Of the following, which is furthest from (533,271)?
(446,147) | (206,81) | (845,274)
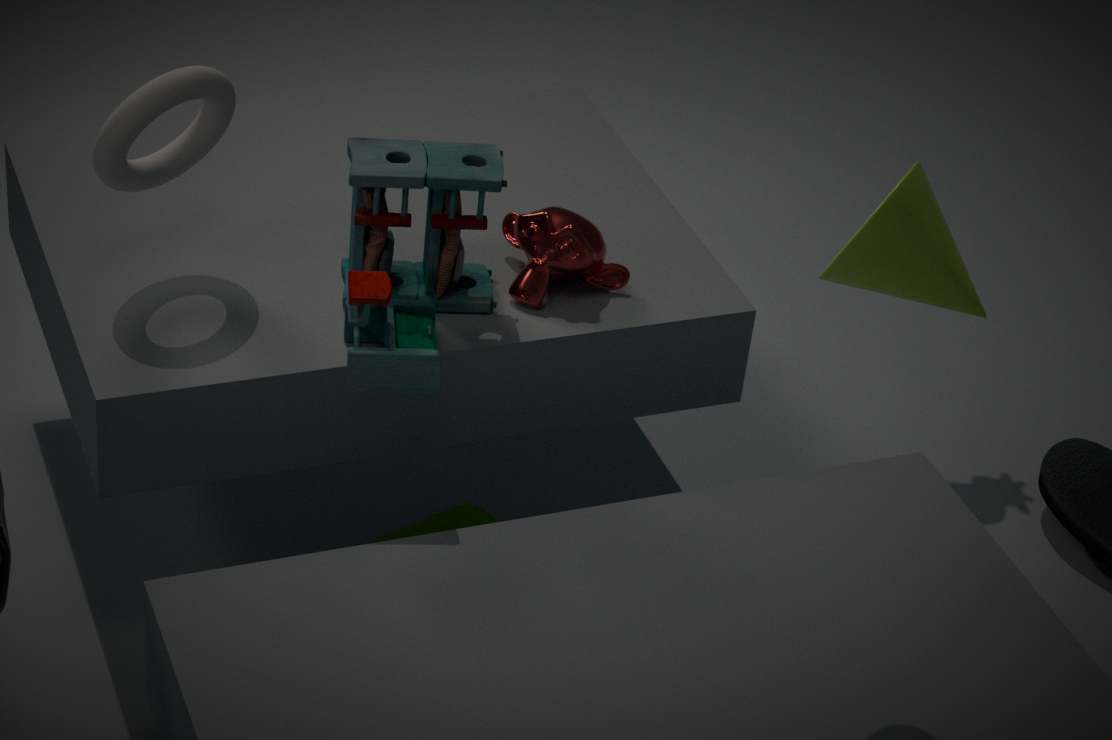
(845,274)
